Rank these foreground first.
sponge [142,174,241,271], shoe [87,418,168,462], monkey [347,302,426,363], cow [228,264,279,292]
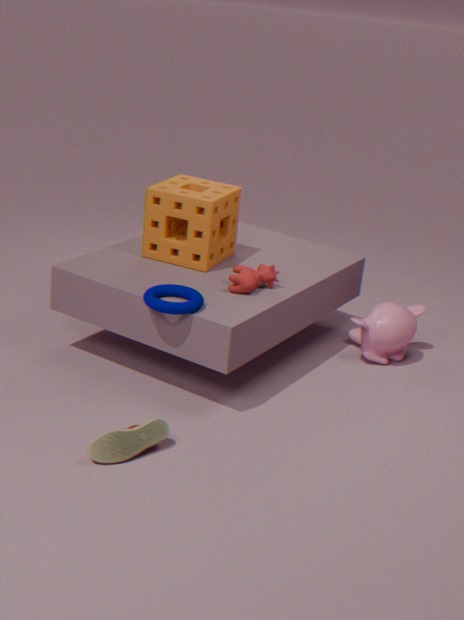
1. shoe [87,418,168,462]
2. cow [228,264,279,292]
3. sponge [142,174,241,271]
4. monkey [347,302,426,363]
